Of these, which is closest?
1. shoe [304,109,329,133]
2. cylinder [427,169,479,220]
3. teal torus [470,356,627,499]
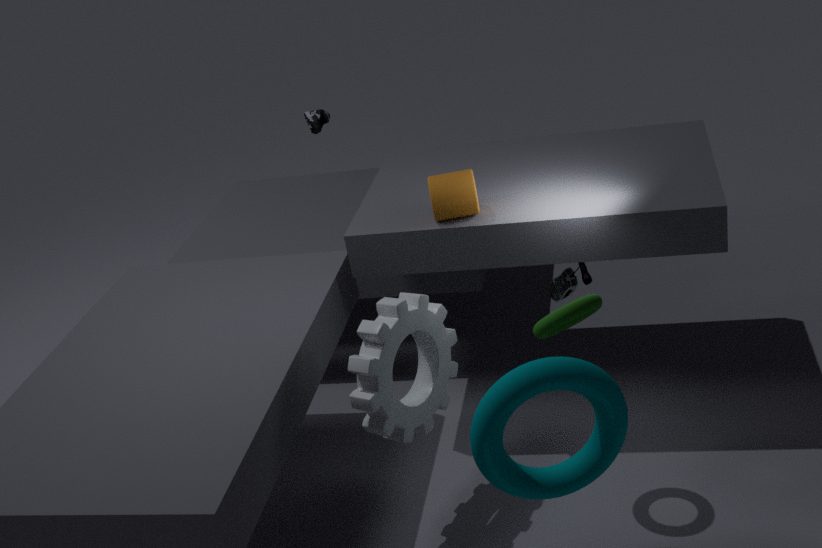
teal torus [470,356,627,499]
